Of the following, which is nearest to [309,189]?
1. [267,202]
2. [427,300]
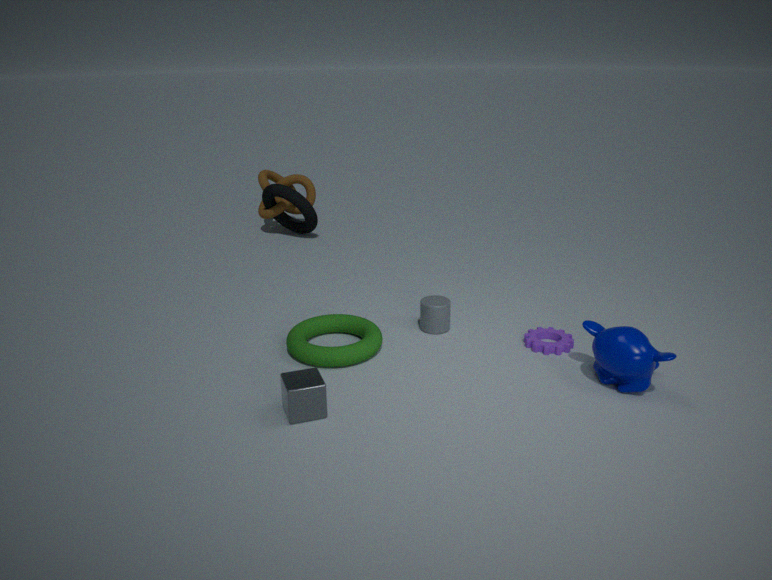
[267,202]
